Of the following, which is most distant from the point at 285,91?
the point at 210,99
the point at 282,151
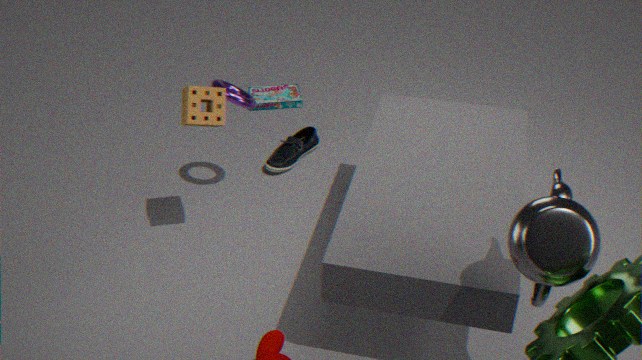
the point at 210,99
